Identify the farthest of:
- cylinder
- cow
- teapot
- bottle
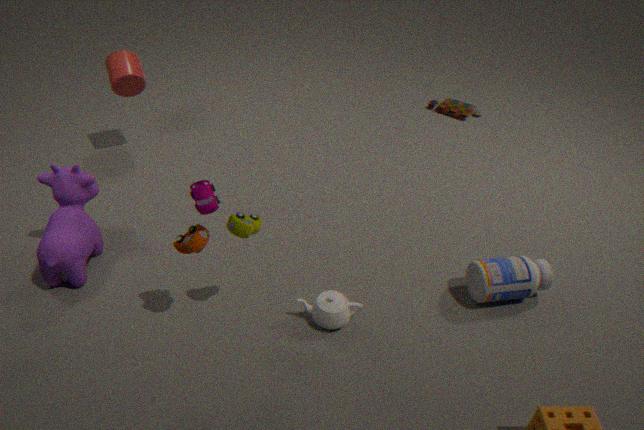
cylinder
